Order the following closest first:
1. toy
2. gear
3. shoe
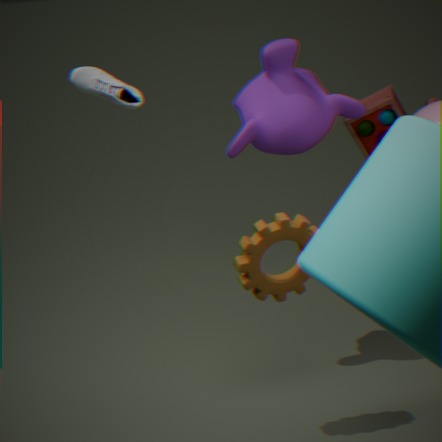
shoe → gear → toy
